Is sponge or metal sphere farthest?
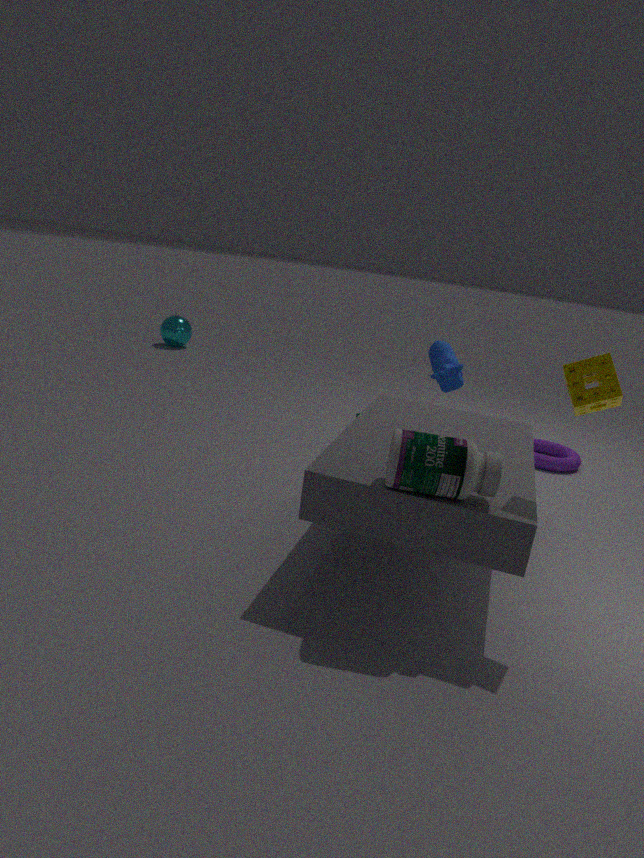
metal sphere
